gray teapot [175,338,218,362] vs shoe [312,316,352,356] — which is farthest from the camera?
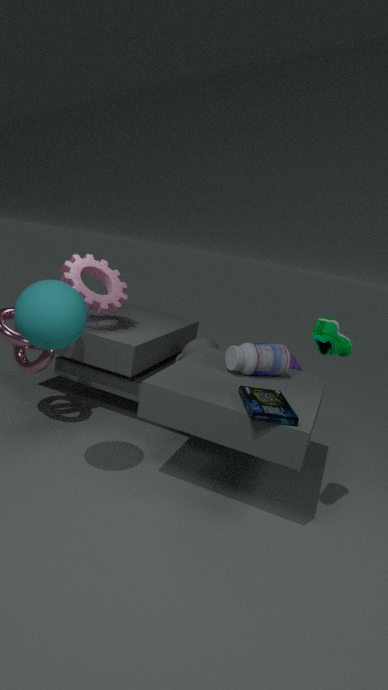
gray teapot [175,338,218,362]
